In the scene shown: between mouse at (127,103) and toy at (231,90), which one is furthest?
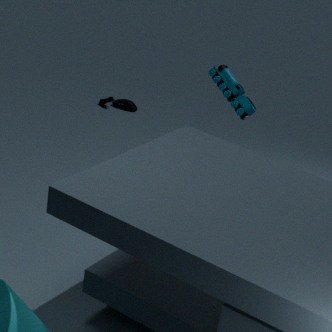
mouse at (127,103)
